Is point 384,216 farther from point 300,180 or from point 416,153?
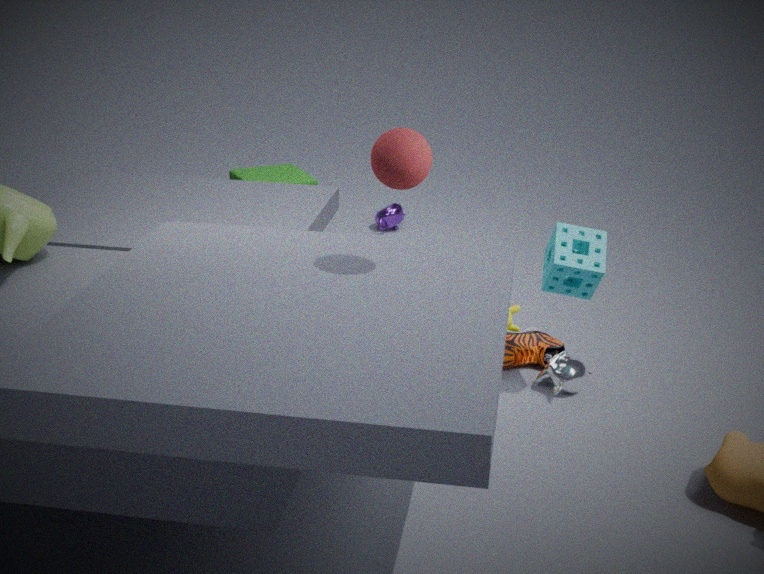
point 416,153
